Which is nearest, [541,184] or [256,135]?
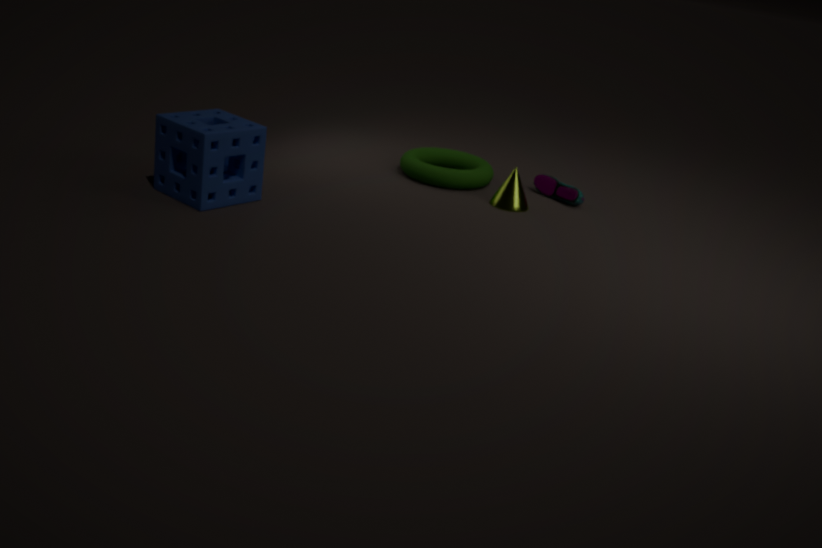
[256,135]
